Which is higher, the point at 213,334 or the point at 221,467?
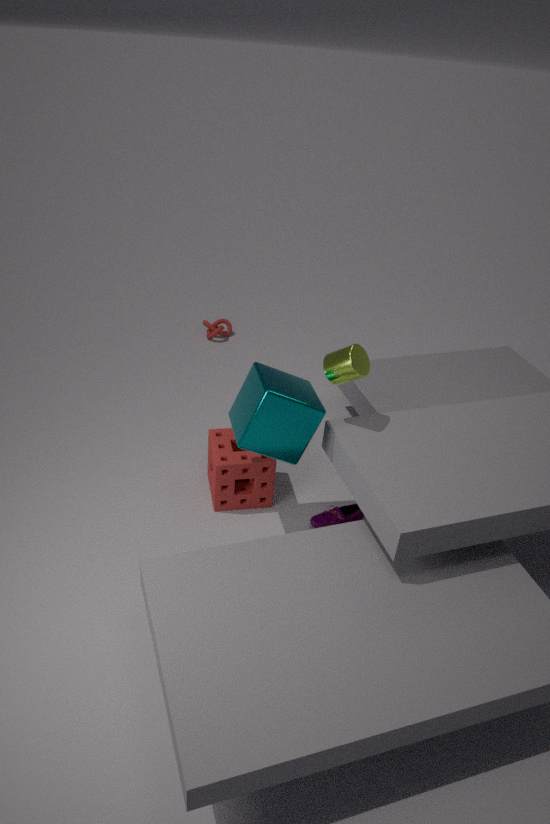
the point at 221,467
